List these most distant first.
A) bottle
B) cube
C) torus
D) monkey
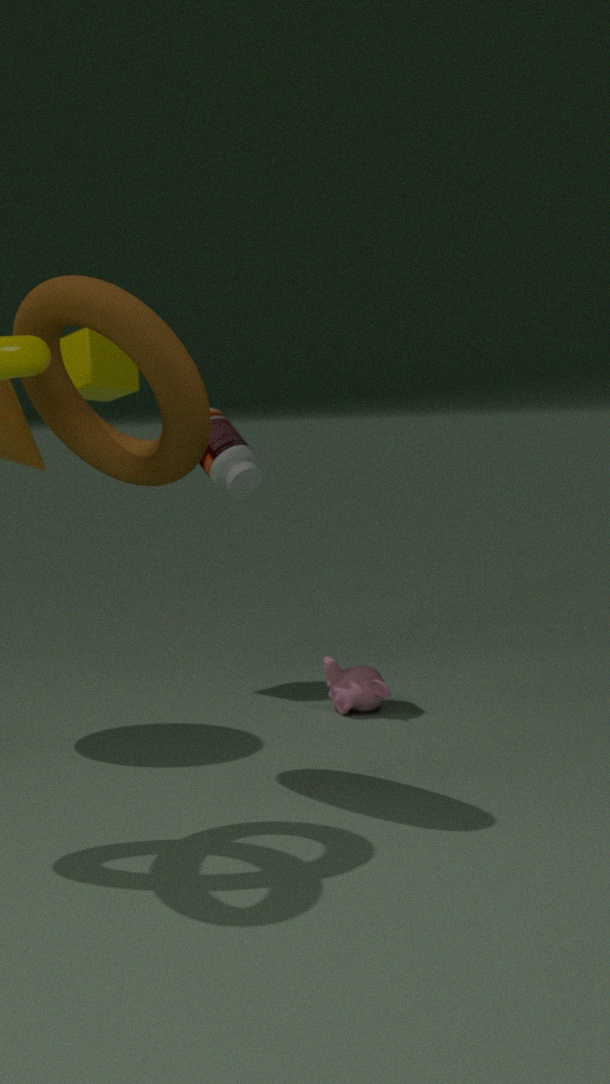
B. cube < A. bottle < D. monkey < C. torus
